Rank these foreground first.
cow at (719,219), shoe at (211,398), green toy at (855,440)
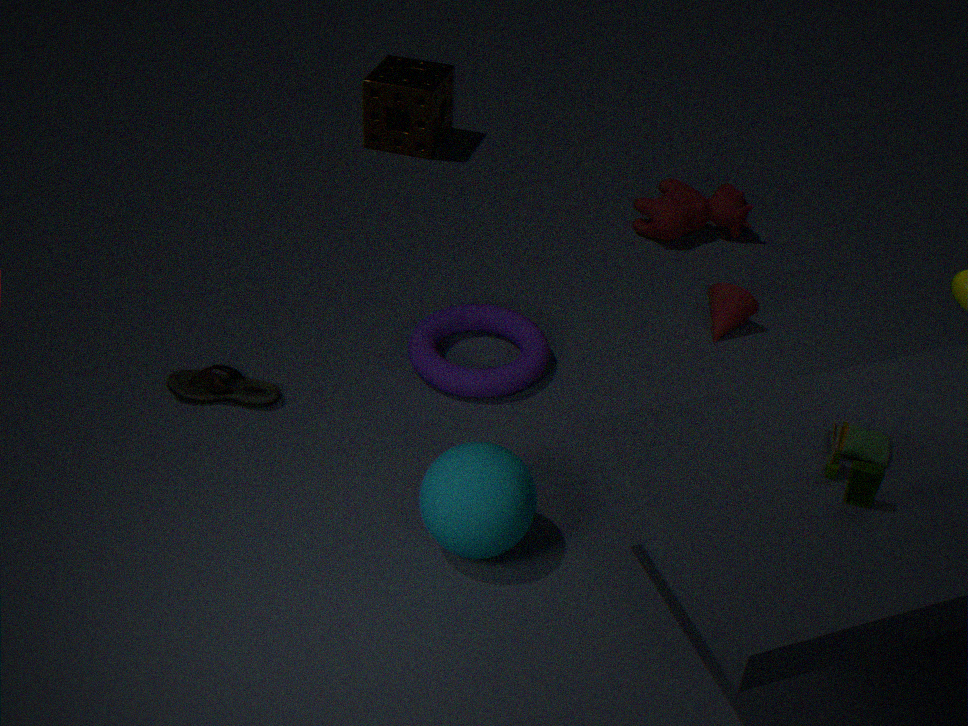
green toy at (855,440) < shoe at (211,398) < cow at (719,219)
